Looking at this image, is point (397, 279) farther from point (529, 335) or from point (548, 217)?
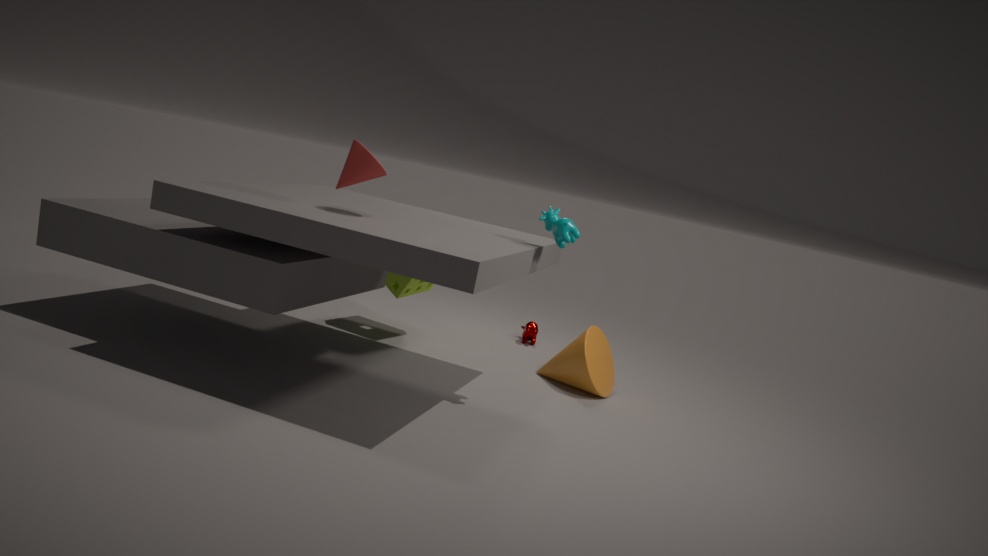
point (548, 217)
